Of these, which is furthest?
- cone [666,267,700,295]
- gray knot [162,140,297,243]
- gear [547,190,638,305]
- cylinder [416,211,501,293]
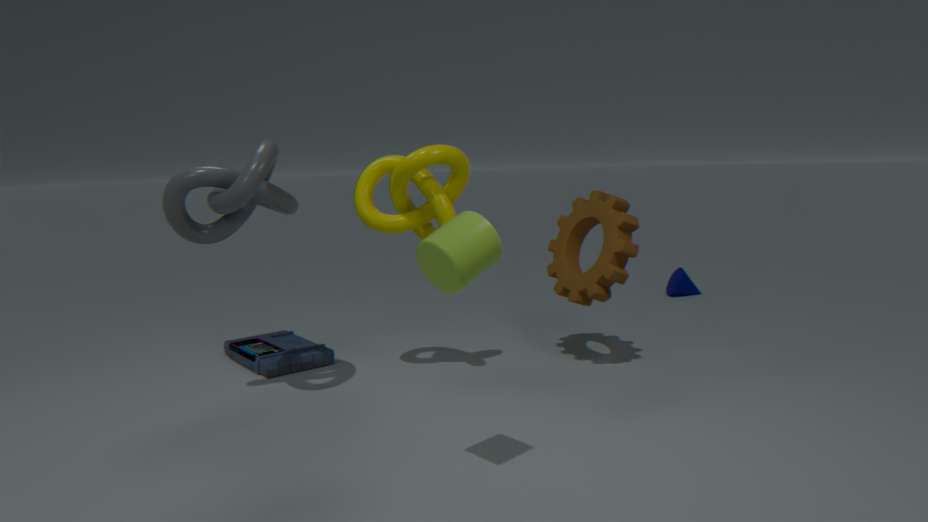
cone [666,267,700,295]
